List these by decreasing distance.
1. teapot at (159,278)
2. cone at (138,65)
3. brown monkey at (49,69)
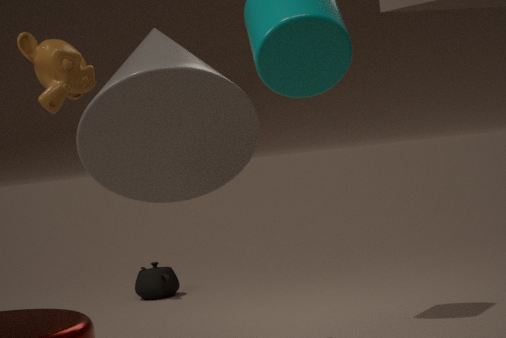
teapot at (159,278), brown monkey at (49,69), cone at (138,65)
